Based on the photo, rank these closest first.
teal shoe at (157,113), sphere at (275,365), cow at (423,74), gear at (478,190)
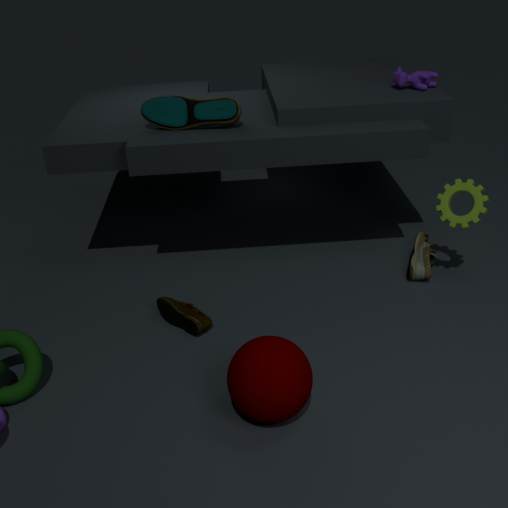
sphere at (275,365), gear at (478,190), teal shoe at (157,113), cow at (423,74)
